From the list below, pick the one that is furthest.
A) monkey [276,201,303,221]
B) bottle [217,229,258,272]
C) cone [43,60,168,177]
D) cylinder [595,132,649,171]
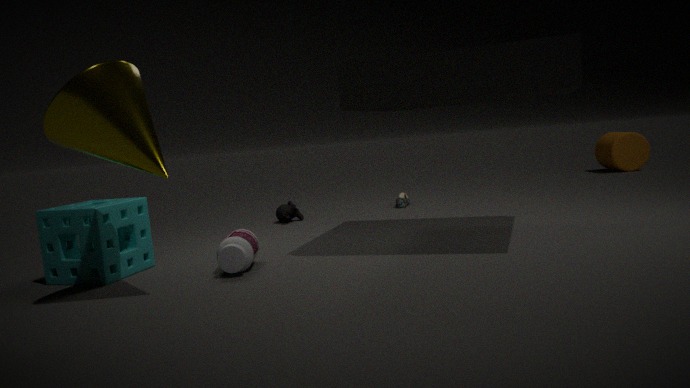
D. cylinder [595,132,649,171]
